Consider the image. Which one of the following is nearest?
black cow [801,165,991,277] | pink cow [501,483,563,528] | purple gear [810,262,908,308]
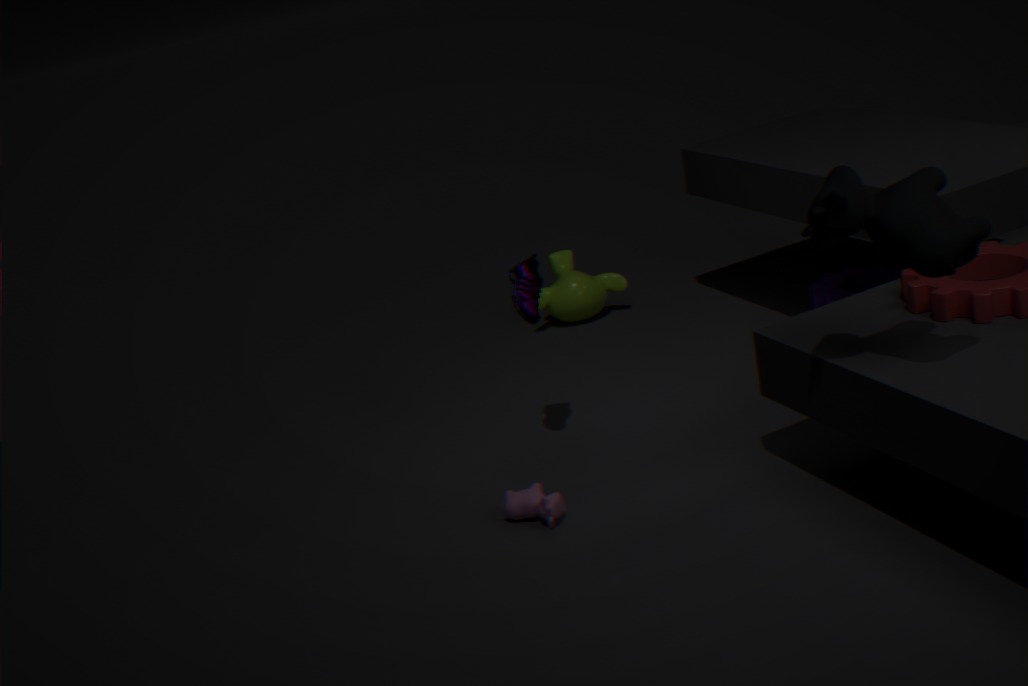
black cow [801,165,991,277]
